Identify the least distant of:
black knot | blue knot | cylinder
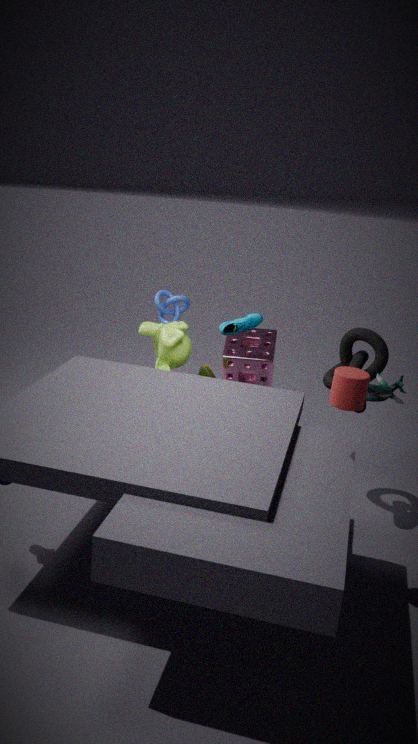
cylinder
